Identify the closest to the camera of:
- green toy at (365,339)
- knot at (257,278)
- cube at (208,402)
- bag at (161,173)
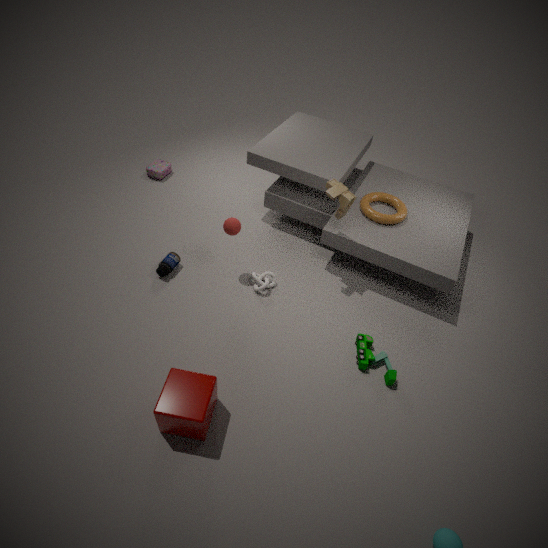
cube at (208,402)
